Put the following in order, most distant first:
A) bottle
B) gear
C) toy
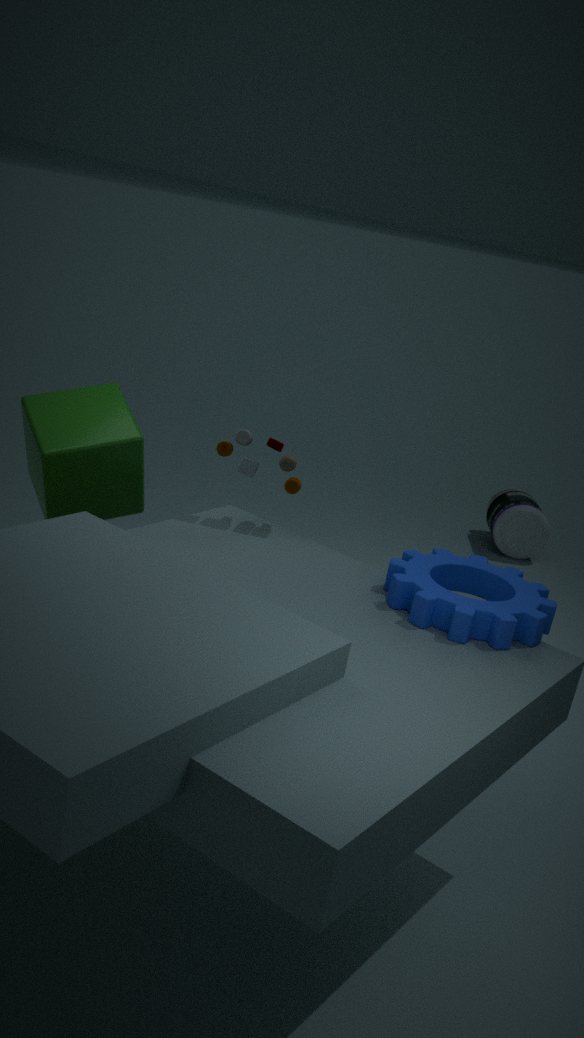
bottle
toy
gear
